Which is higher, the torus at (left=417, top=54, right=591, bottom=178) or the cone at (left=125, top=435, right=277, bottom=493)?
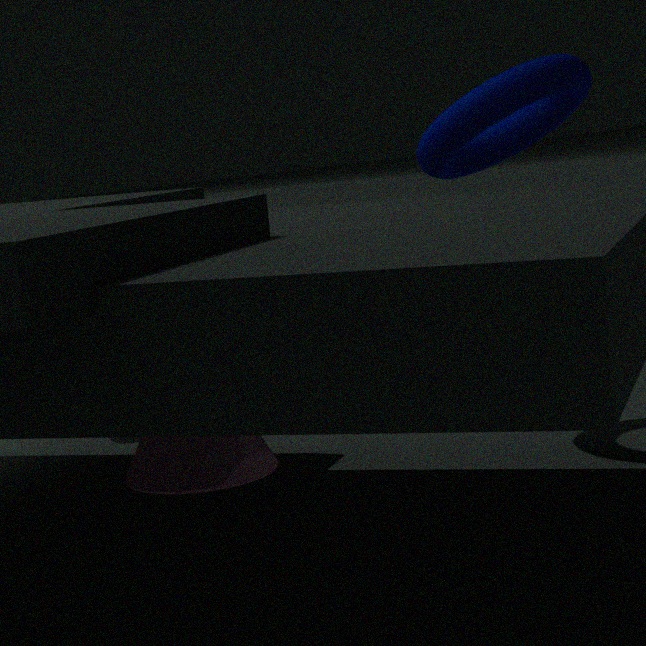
the torus at (left=417, top=54, right=591, bottom=178)
